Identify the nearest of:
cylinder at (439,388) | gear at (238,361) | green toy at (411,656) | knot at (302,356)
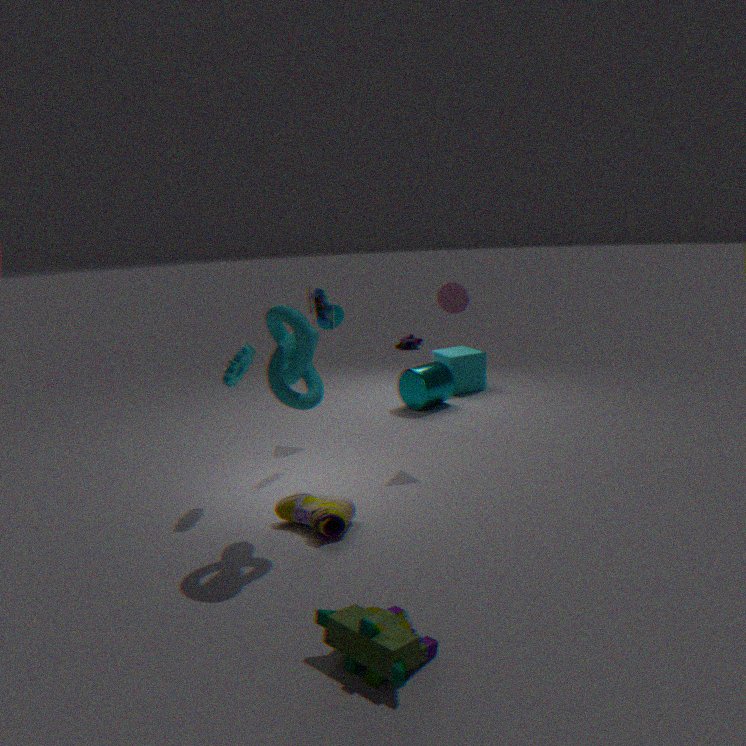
green toy at (411,656)
